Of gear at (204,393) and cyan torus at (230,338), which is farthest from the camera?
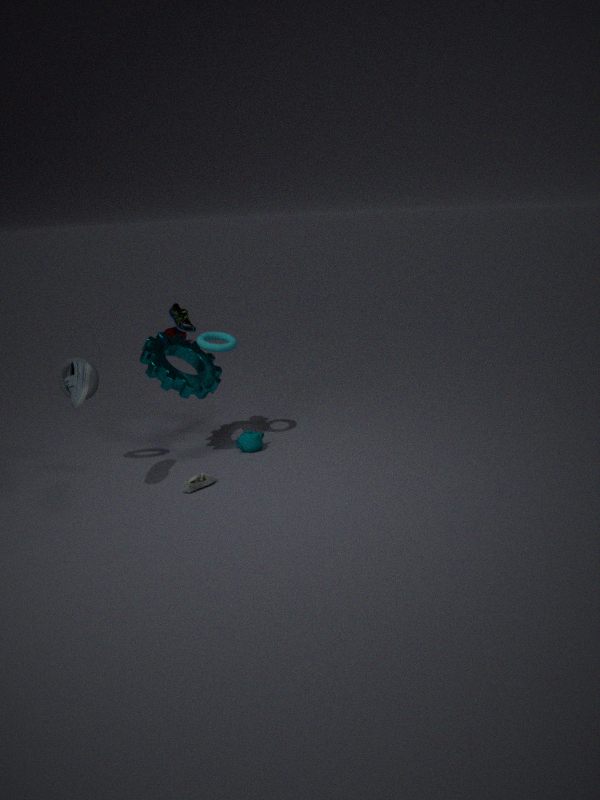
cyan torus at (230,338)
